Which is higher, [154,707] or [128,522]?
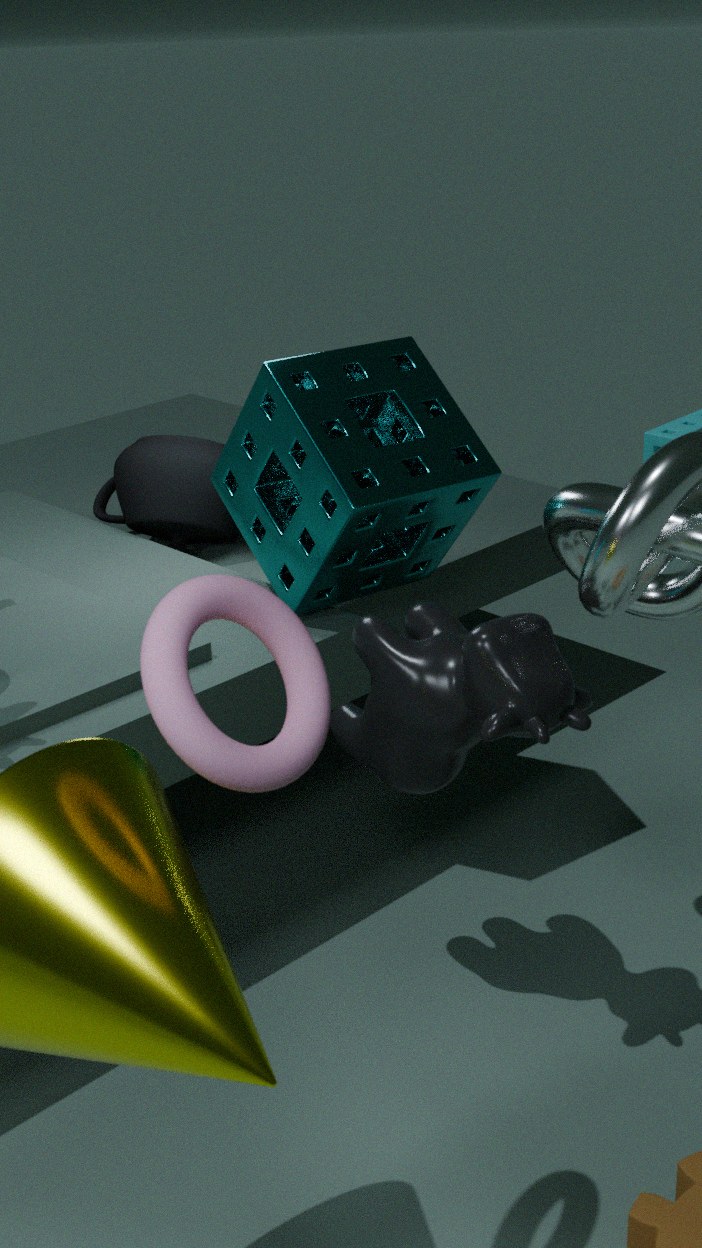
[154,707]
